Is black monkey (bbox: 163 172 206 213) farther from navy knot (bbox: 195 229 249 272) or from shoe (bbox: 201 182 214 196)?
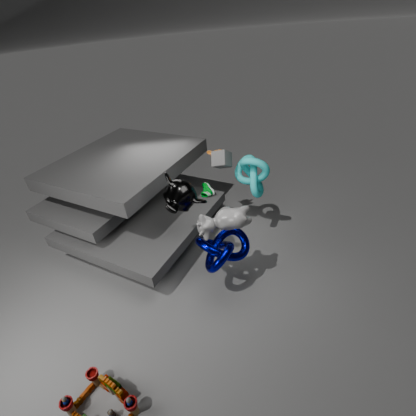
shoe (bbox: 201 182 214 196)
